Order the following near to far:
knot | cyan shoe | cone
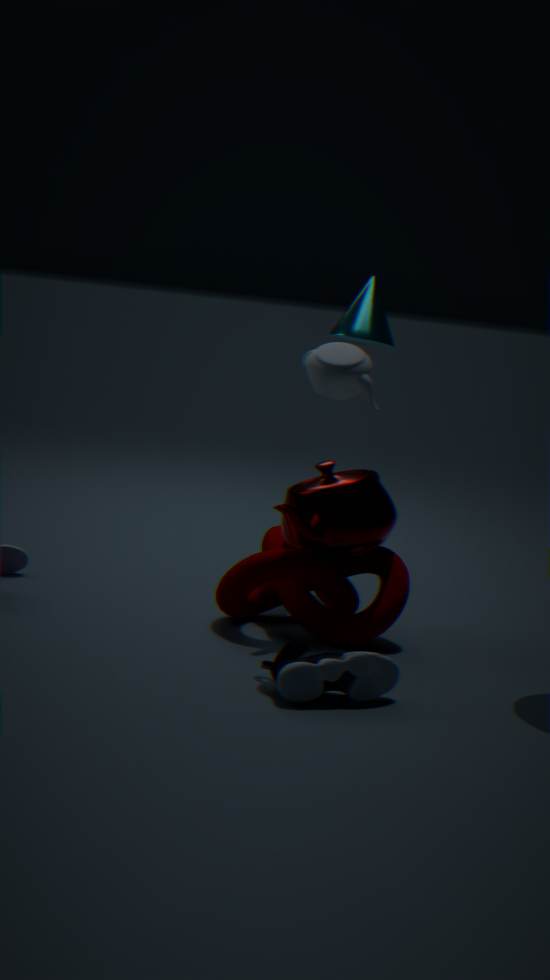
cyan shoe → knot → cone
